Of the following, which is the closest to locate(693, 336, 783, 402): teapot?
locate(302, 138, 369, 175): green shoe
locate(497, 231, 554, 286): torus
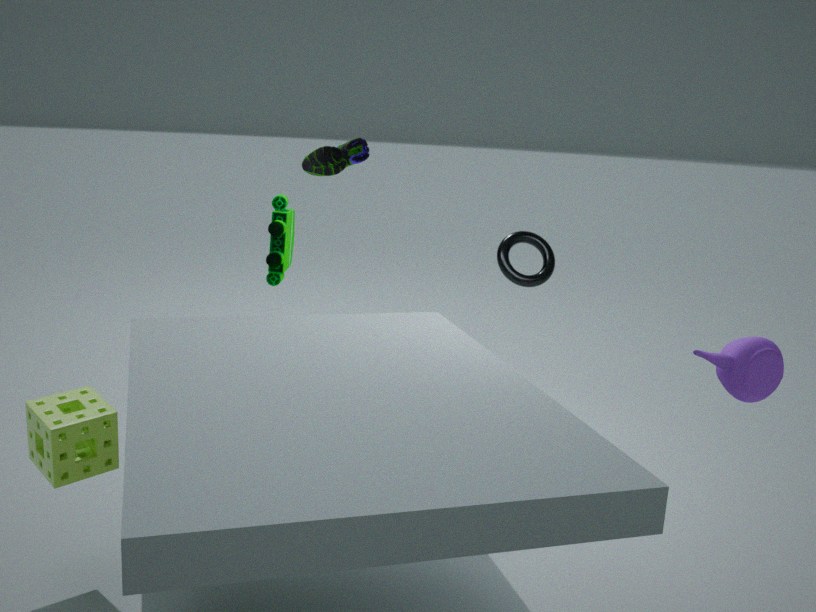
locate(497, 231, 554, 286): torus
